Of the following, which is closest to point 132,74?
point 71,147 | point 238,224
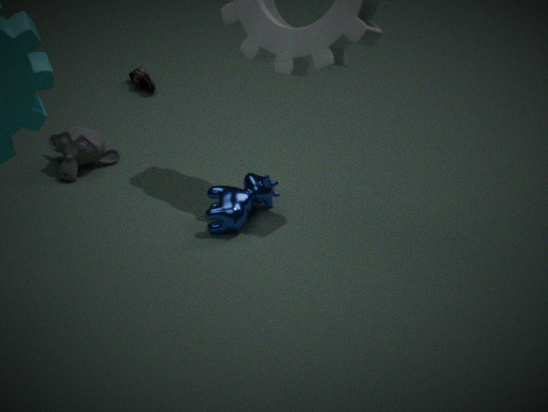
point 71,147
